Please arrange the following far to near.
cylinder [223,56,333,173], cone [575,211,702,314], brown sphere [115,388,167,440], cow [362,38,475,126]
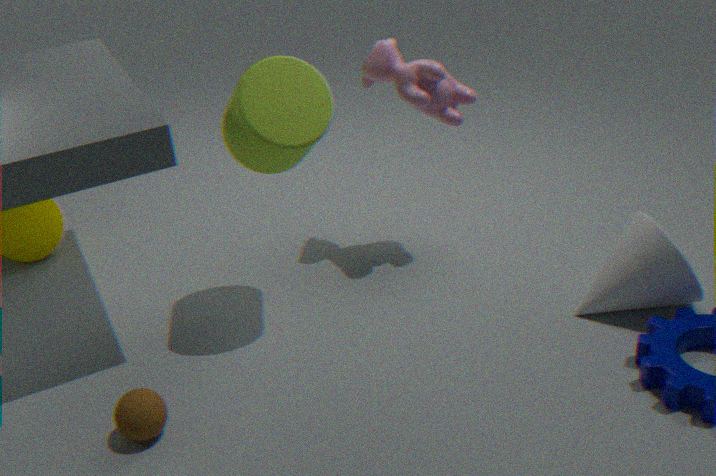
cow [362,38,475,126], cone [575,211,702,314], cylinder [223,56,333,173], brown sphere [115,388,167,440]
